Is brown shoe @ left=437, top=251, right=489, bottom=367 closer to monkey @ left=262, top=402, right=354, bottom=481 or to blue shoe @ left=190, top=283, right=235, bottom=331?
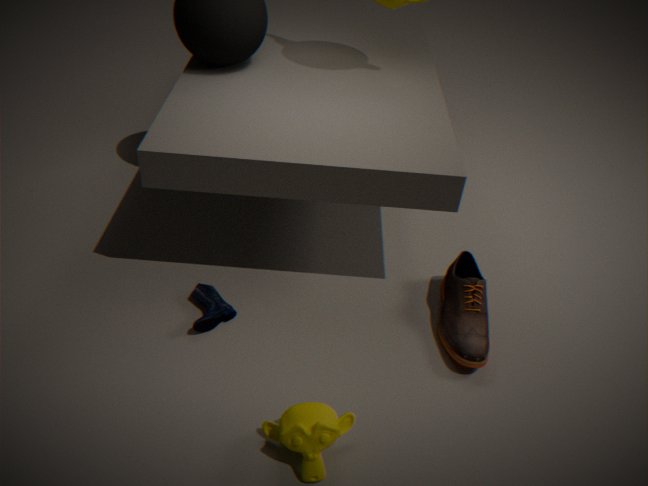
monkey @ left=262, top=402, right=354, bottom=481
